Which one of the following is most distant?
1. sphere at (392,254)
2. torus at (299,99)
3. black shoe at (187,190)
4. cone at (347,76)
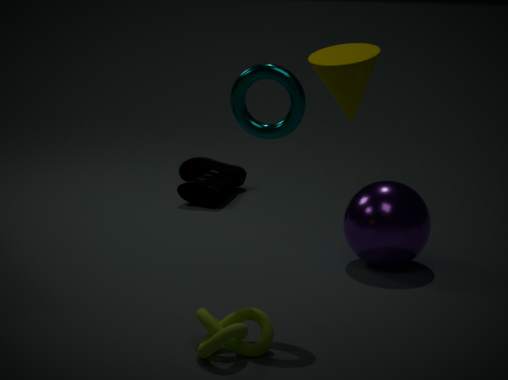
black shoe at (187,190)
